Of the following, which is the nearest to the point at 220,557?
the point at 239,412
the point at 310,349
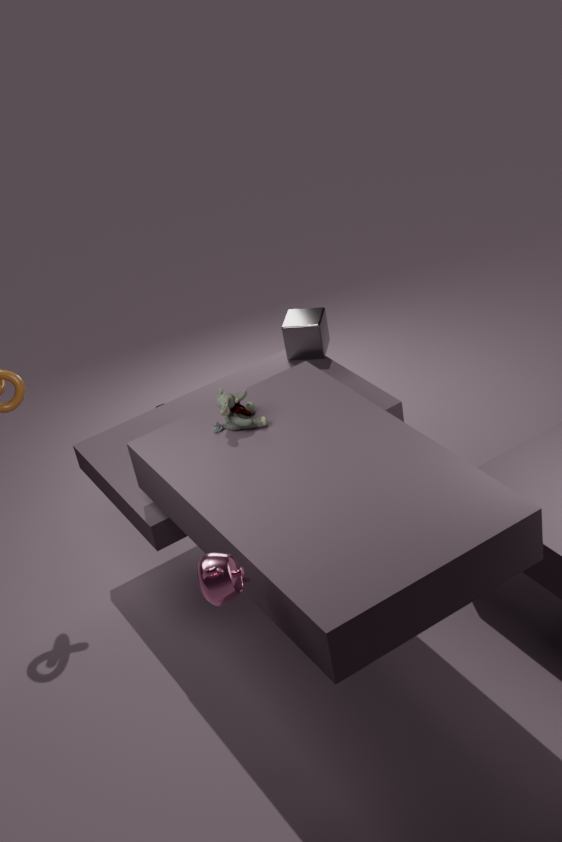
the point at 239,412
